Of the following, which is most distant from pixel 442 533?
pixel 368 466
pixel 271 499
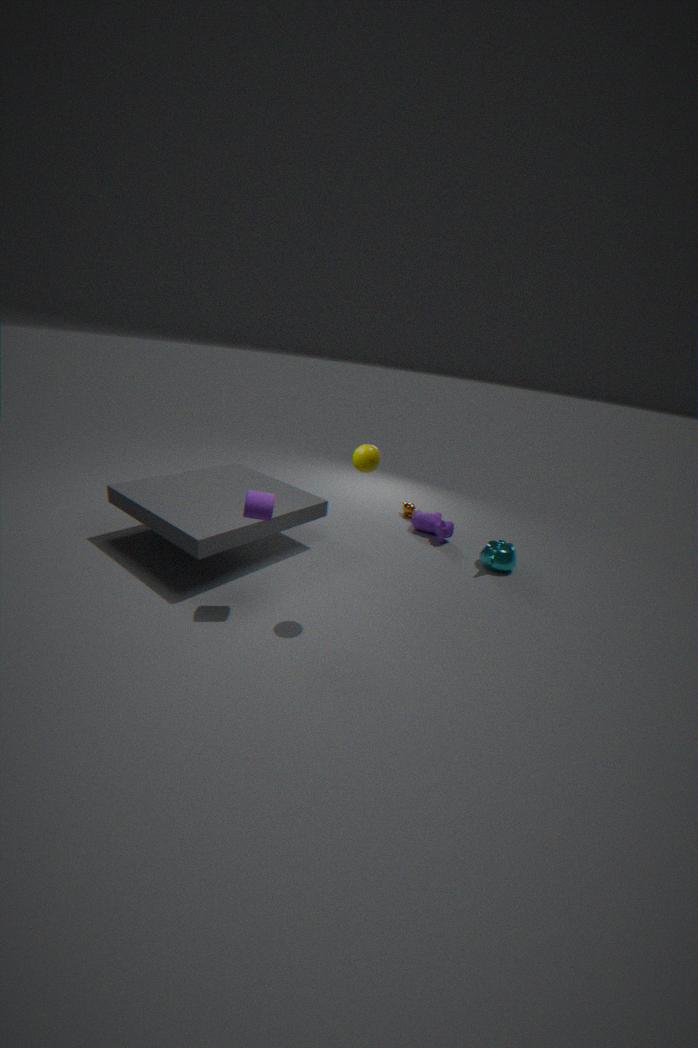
pixel 271 499
